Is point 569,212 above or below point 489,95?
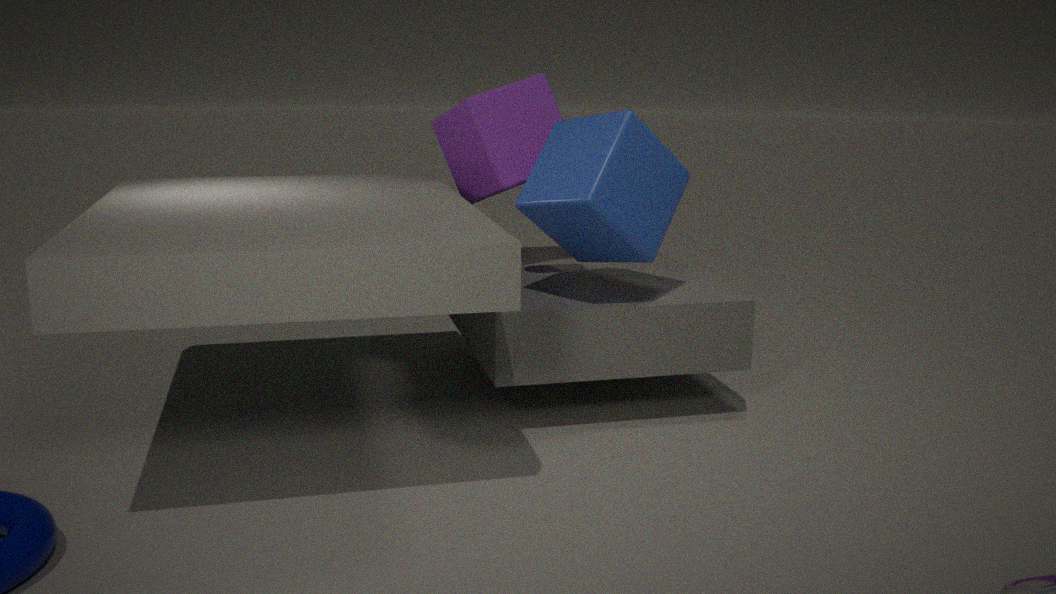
below
